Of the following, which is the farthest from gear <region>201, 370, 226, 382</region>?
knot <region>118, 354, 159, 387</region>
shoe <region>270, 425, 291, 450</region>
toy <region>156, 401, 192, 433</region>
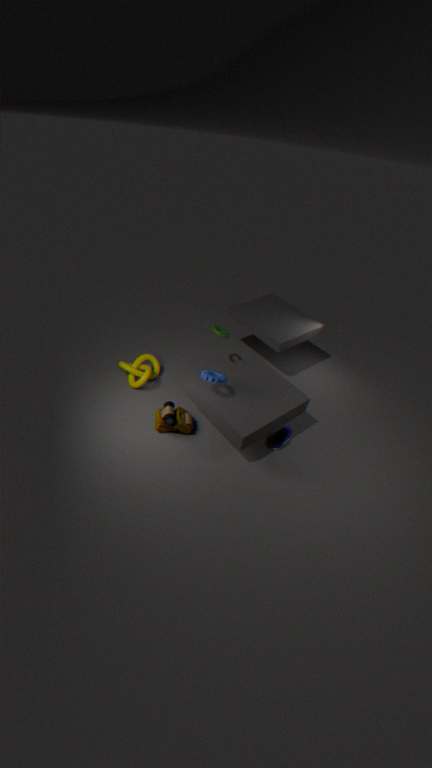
knot <region>118, 354, 159, 387</region>
